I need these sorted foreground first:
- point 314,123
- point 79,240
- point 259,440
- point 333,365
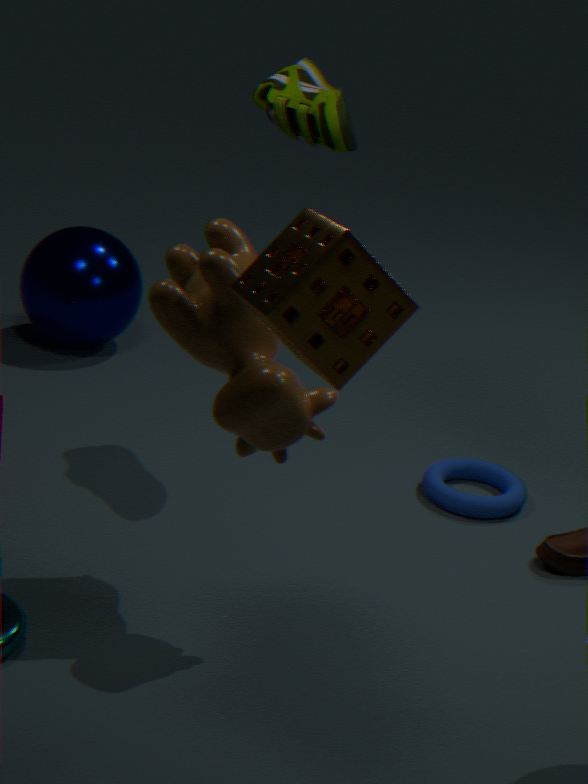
1. point 333,365
2. point 259,440
3. point 314,123
4. point 79,240
